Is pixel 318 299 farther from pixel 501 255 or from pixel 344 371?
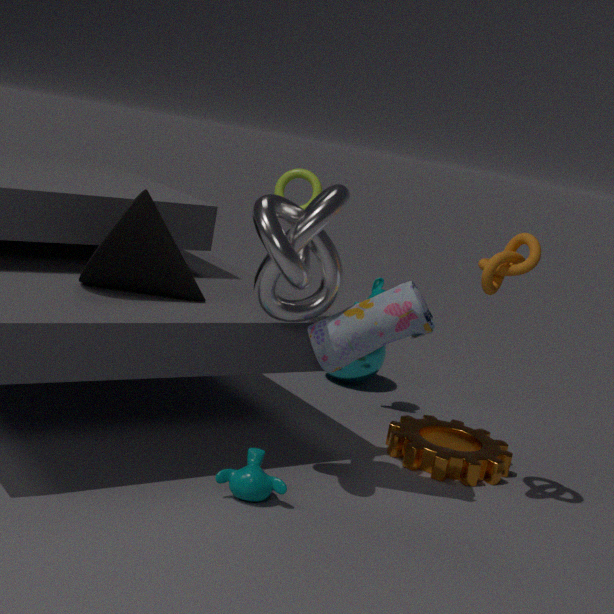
pixel 344 371
